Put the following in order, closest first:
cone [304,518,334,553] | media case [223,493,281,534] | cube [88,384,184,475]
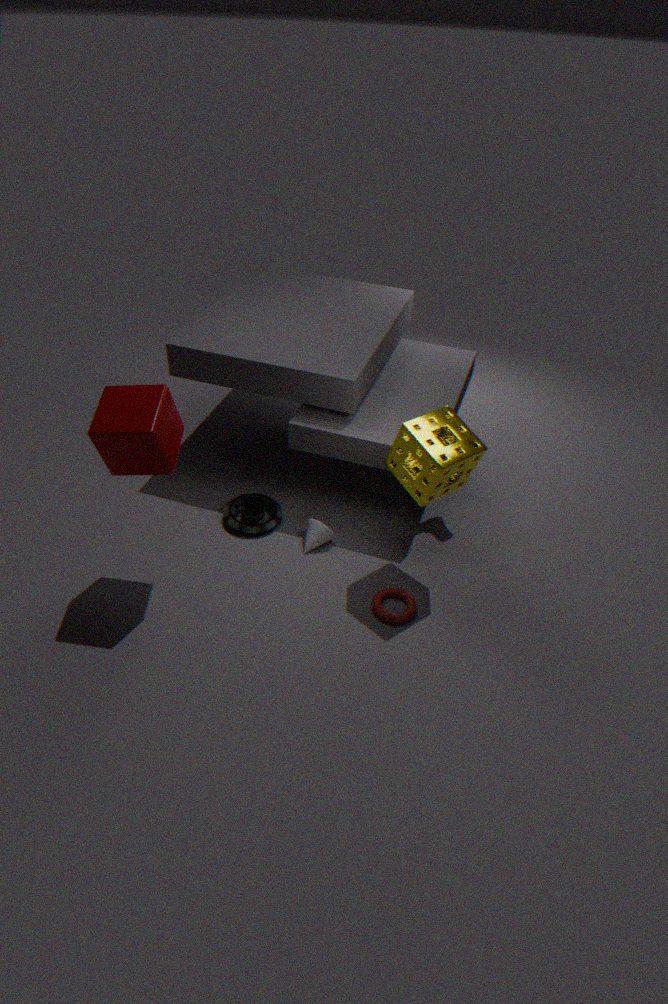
cube [88,384,184,475] → cone [304,518,334,553] → media case [223,493,281,534]
